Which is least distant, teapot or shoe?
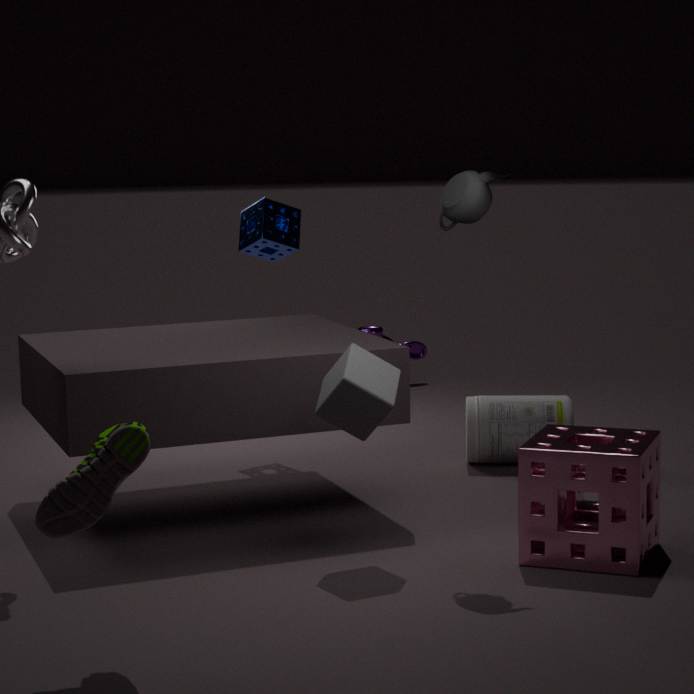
shoe
